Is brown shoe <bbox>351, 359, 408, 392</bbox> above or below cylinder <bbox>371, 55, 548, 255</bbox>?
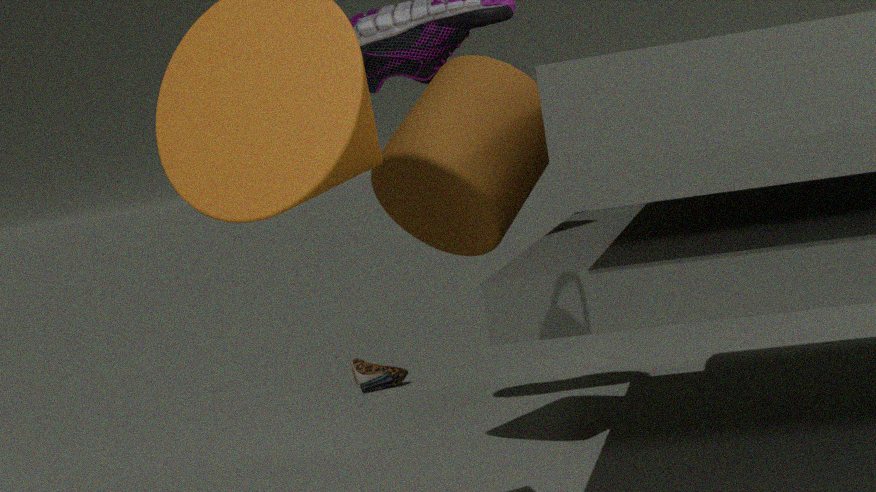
below
